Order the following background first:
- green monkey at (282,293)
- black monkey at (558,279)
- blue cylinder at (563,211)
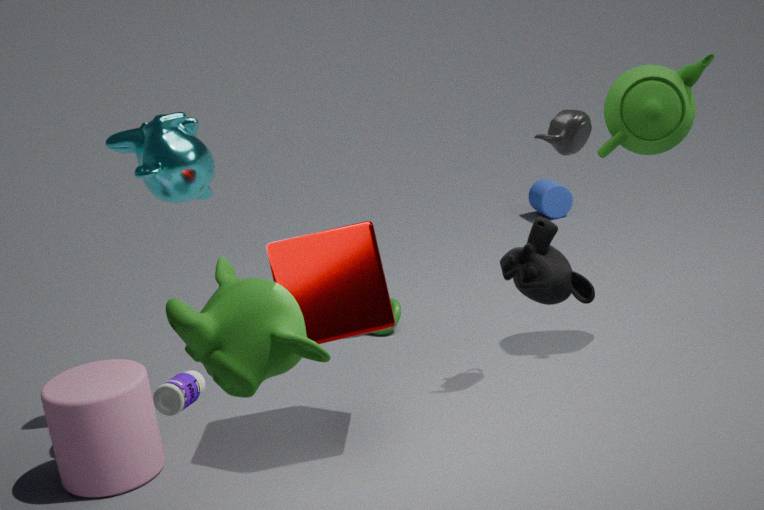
1. blue cylinder at (563,211)
2. green monkey at (282,293)
3. black monkey at (558,279)
